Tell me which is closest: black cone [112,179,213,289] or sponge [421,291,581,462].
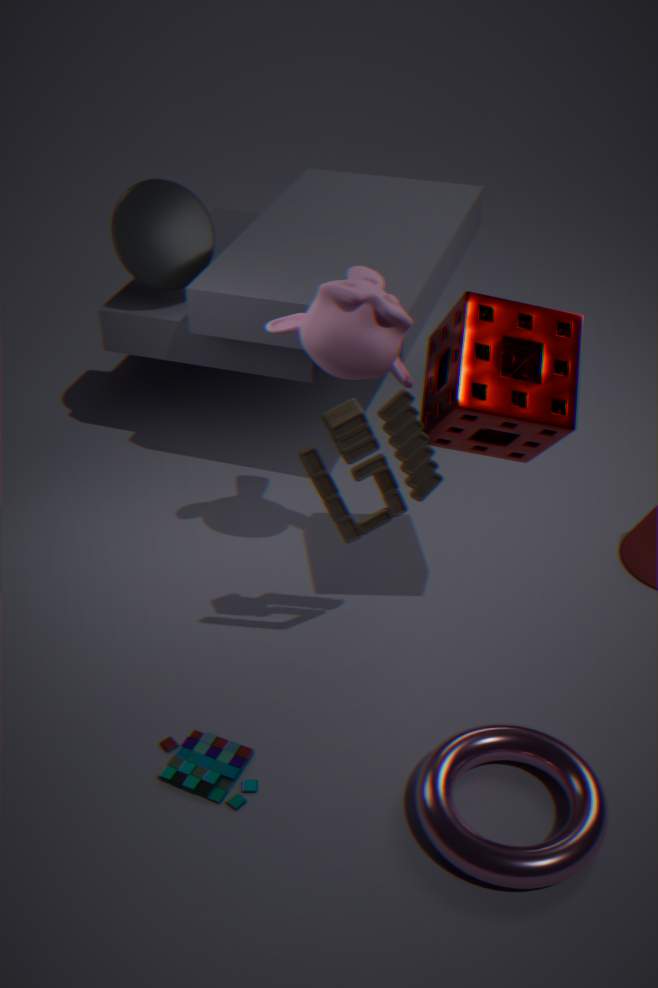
sponge [421,291,581,462]
